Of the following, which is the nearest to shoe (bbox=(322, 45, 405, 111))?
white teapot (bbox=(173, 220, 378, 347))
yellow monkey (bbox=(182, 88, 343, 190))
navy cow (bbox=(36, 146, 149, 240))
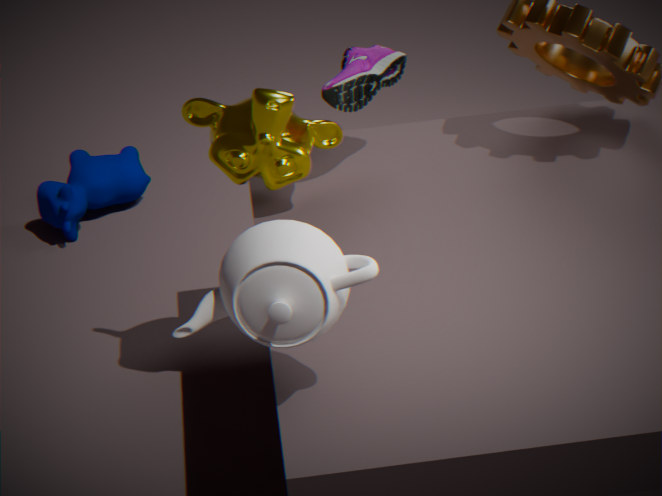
yellow monkey (bbox=(182, 88, 343, 190))
